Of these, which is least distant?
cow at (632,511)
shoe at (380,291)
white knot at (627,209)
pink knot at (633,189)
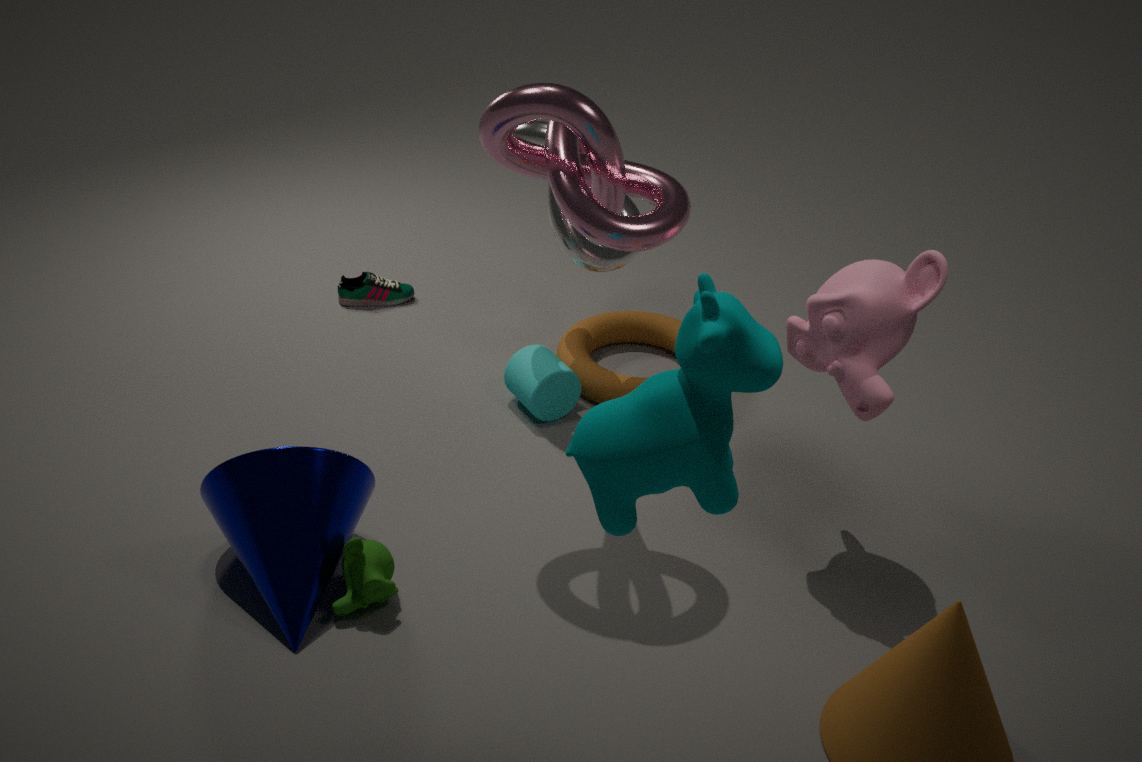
cow at (632,511)
